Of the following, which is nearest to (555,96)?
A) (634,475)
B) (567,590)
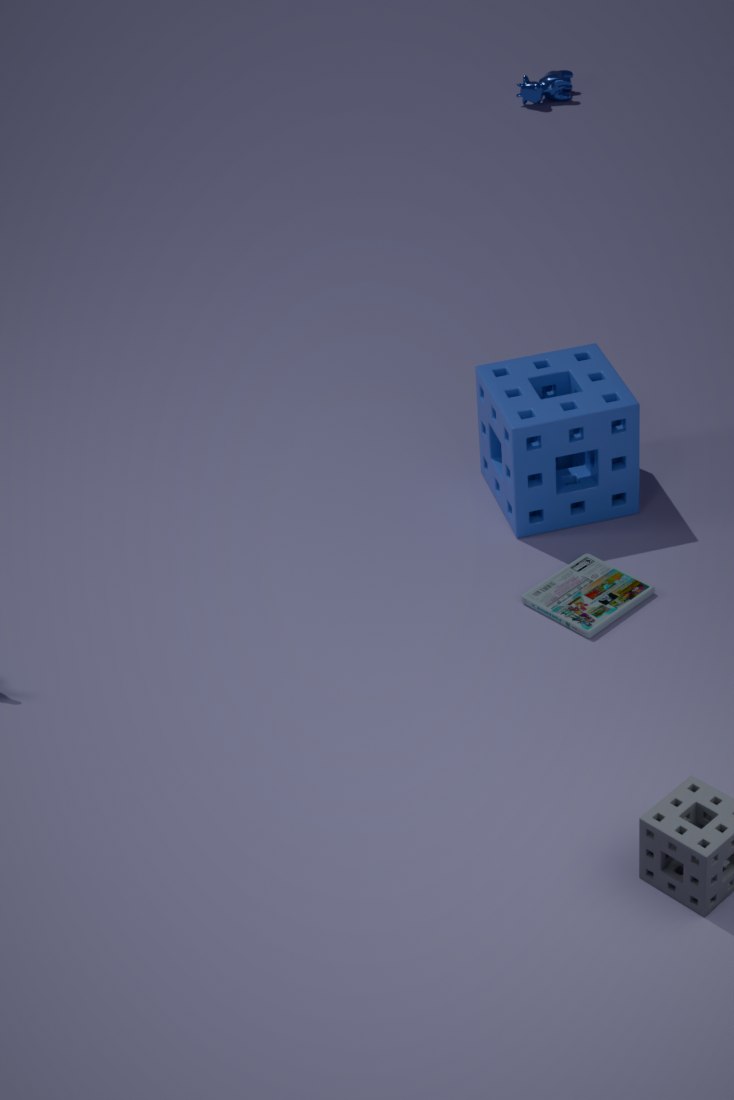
(634,475)
